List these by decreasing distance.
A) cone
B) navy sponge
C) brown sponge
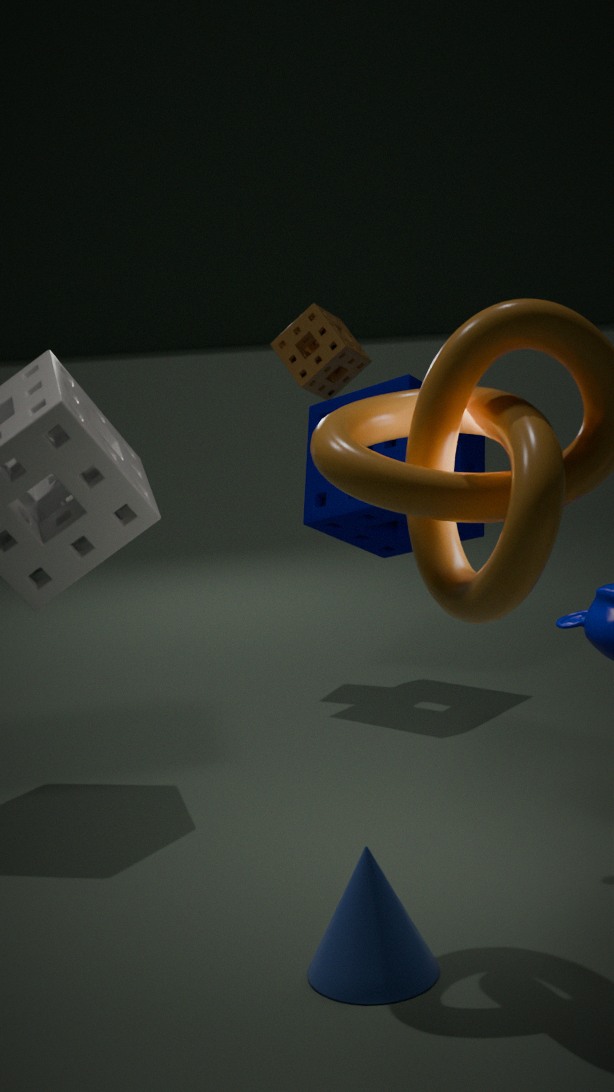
1. brown sponge
2. navy sponge
3. cone
